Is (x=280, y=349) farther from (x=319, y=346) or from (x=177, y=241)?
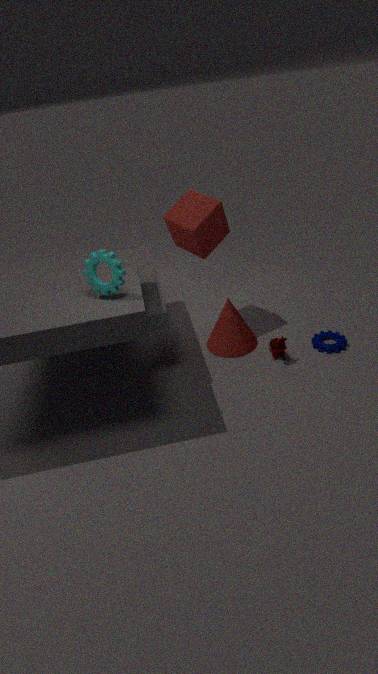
(x=177, y=241)
